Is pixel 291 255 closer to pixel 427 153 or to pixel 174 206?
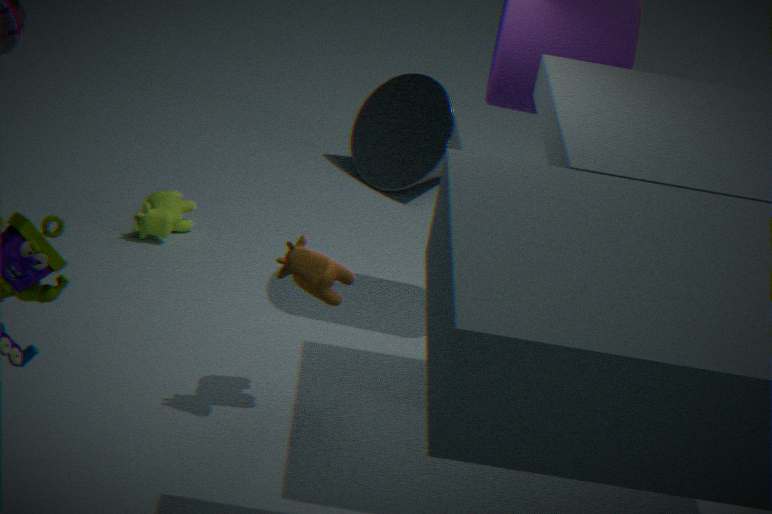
pixel 174 206
